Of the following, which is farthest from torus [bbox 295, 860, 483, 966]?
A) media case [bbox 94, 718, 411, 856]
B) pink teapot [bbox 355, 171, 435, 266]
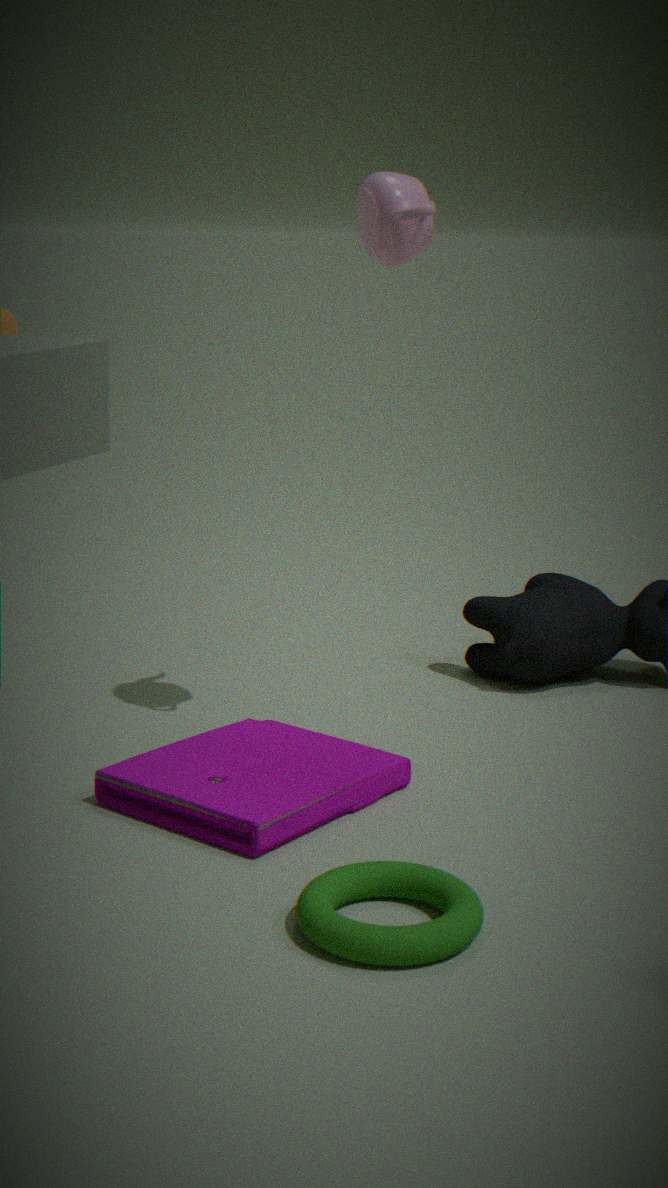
pink teapot [bbox 355, 171, 435, 266]
